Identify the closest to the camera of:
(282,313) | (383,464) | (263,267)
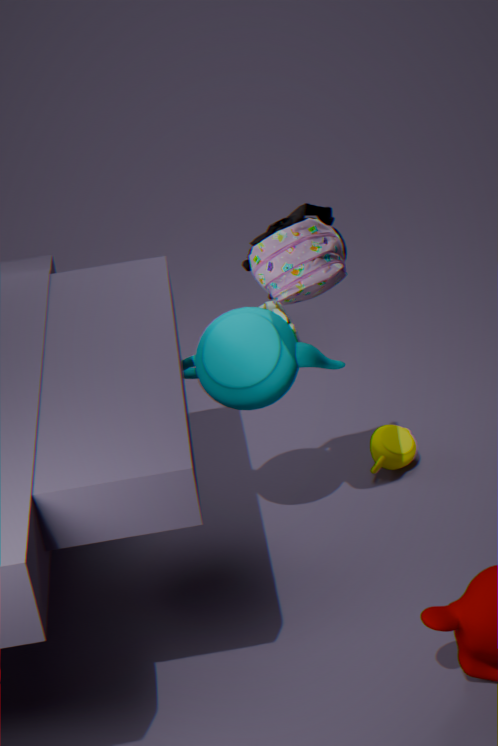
(263,267)
